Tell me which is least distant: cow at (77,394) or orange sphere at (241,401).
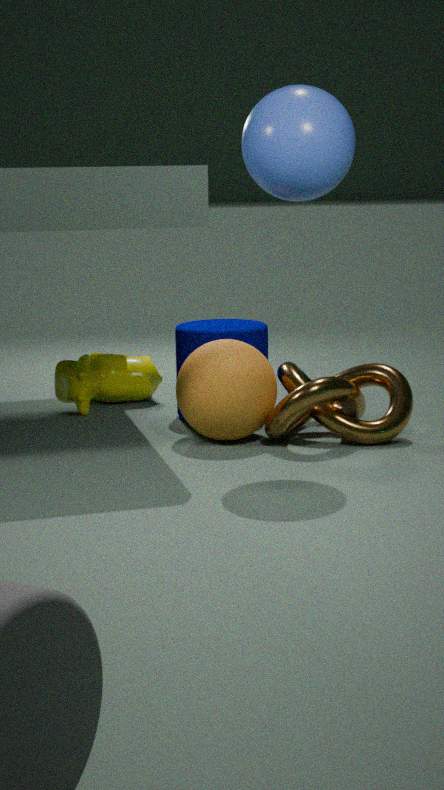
orange sphere at (241,401)
